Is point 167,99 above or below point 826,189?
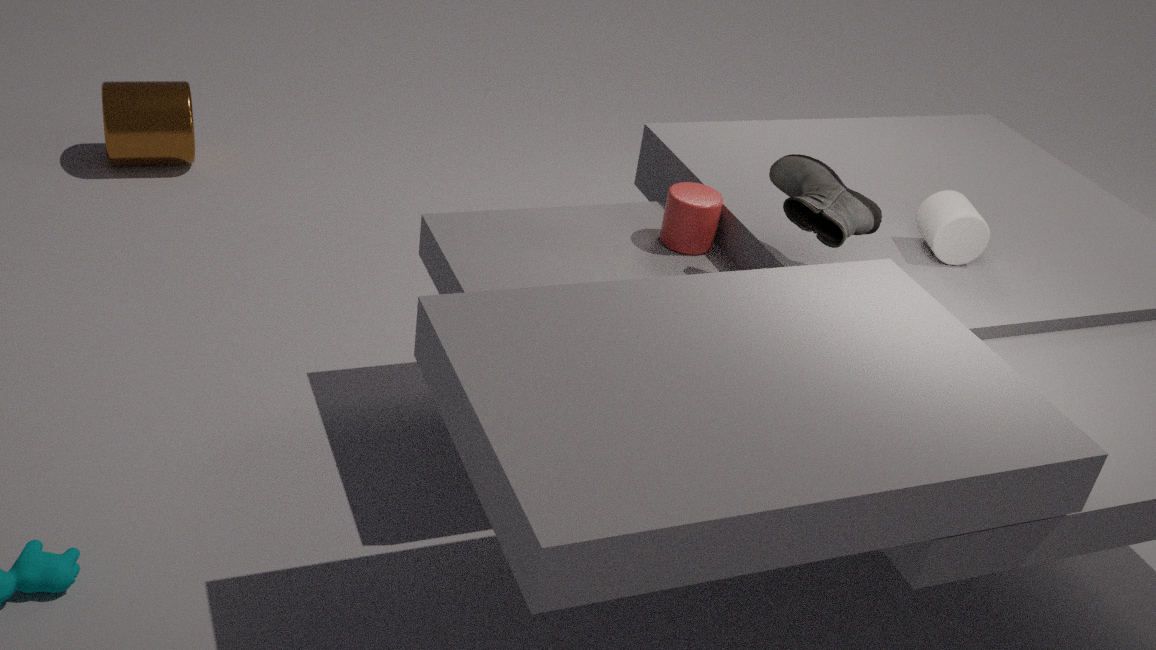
below
